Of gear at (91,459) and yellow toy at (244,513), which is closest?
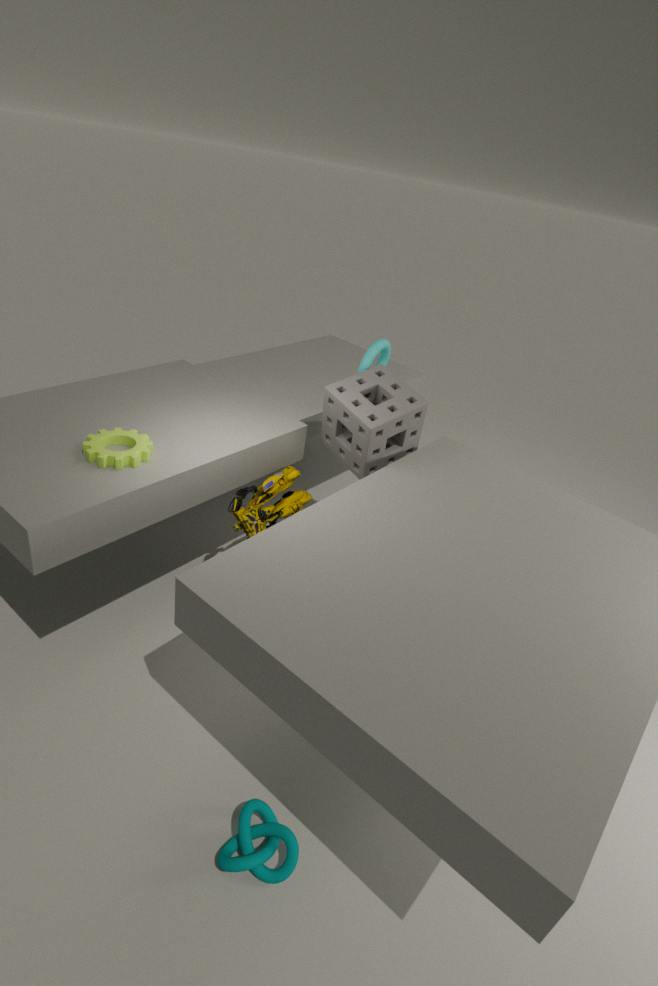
gear at (91,459)
